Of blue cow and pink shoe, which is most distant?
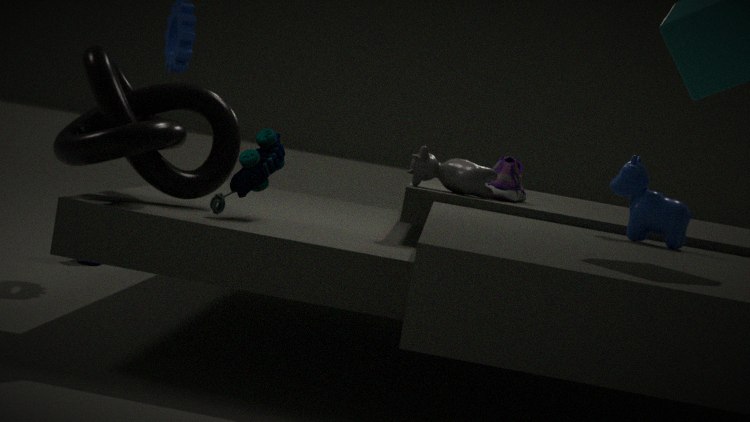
pink shoe
